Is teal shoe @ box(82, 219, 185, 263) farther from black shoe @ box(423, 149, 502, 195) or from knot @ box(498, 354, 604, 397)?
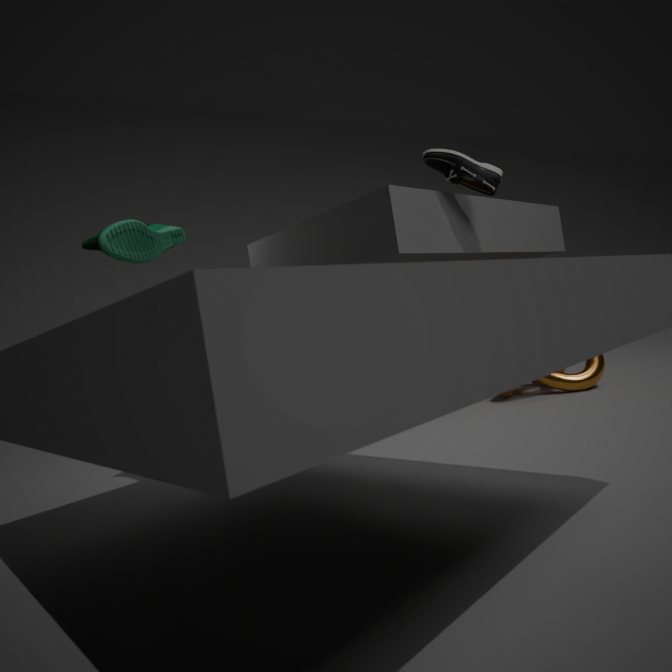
knot @ box(498, 354, 604, 397)
